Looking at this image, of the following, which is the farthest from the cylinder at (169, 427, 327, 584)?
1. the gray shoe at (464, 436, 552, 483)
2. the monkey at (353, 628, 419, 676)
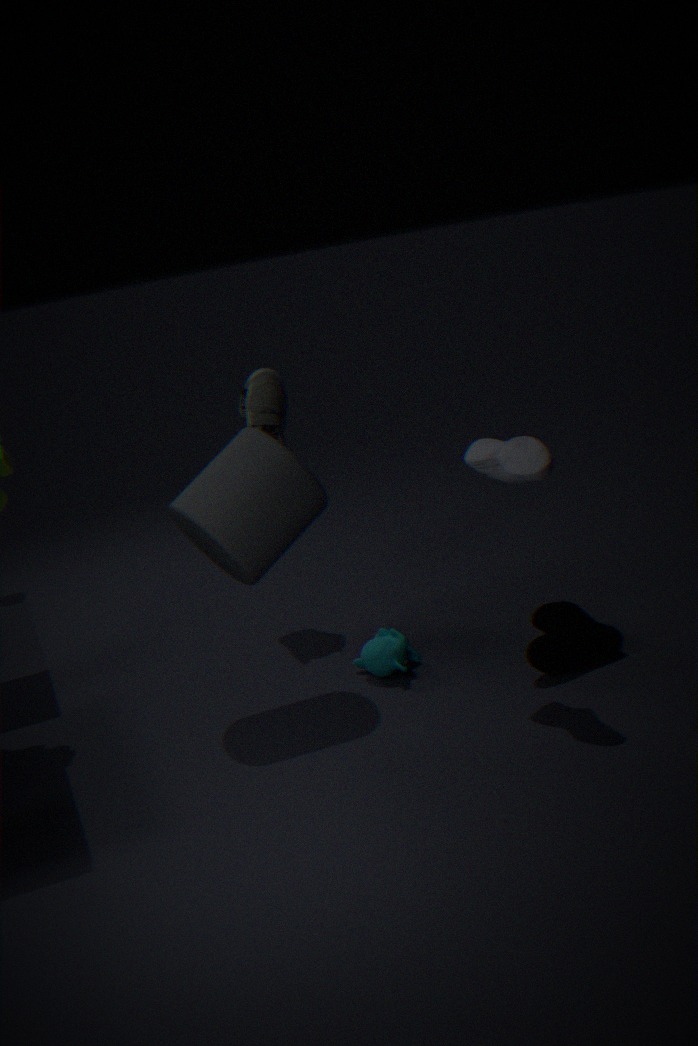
the gray shoe at (464, 436, 552, 483)
